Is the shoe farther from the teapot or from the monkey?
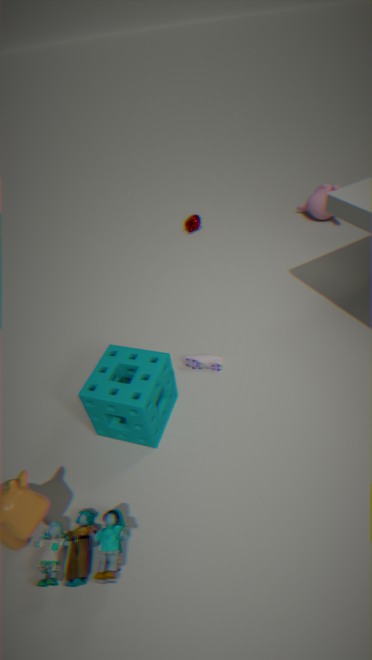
the monkey
